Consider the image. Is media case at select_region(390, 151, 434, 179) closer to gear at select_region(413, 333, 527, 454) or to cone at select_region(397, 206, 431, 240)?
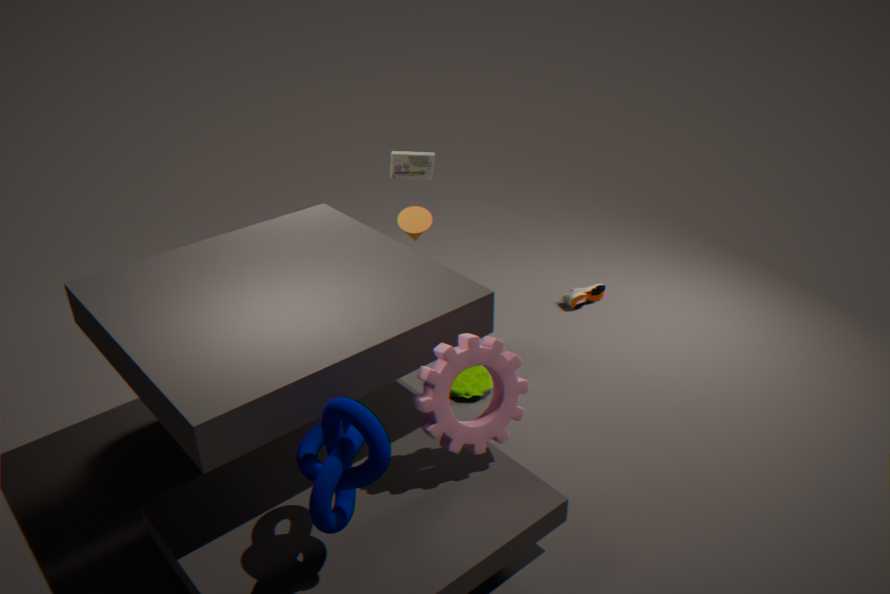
cone at select_region(397, 206, 431, 240)
